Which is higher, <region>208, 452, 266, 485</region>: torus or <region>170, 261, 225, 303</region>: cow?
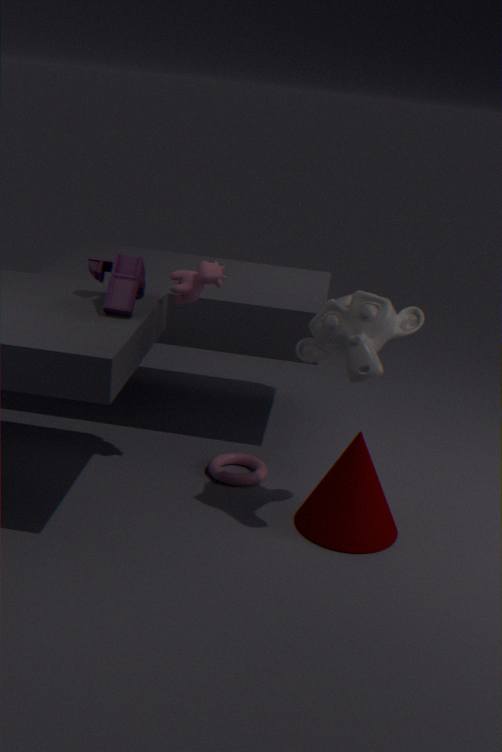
<region>170, 261, 225, 303</region>: cow
